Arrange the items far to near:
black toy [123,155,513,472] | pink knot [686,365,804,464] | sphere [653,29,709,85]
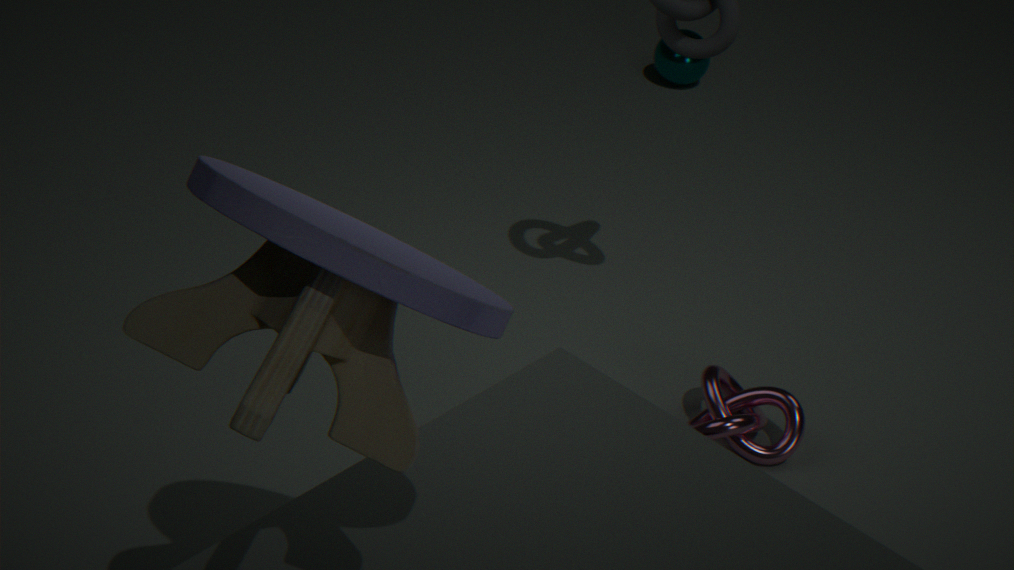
sphere [653,29,709,85] < pink knot [686,365,804,464] < black toy [123,155,513,472]
